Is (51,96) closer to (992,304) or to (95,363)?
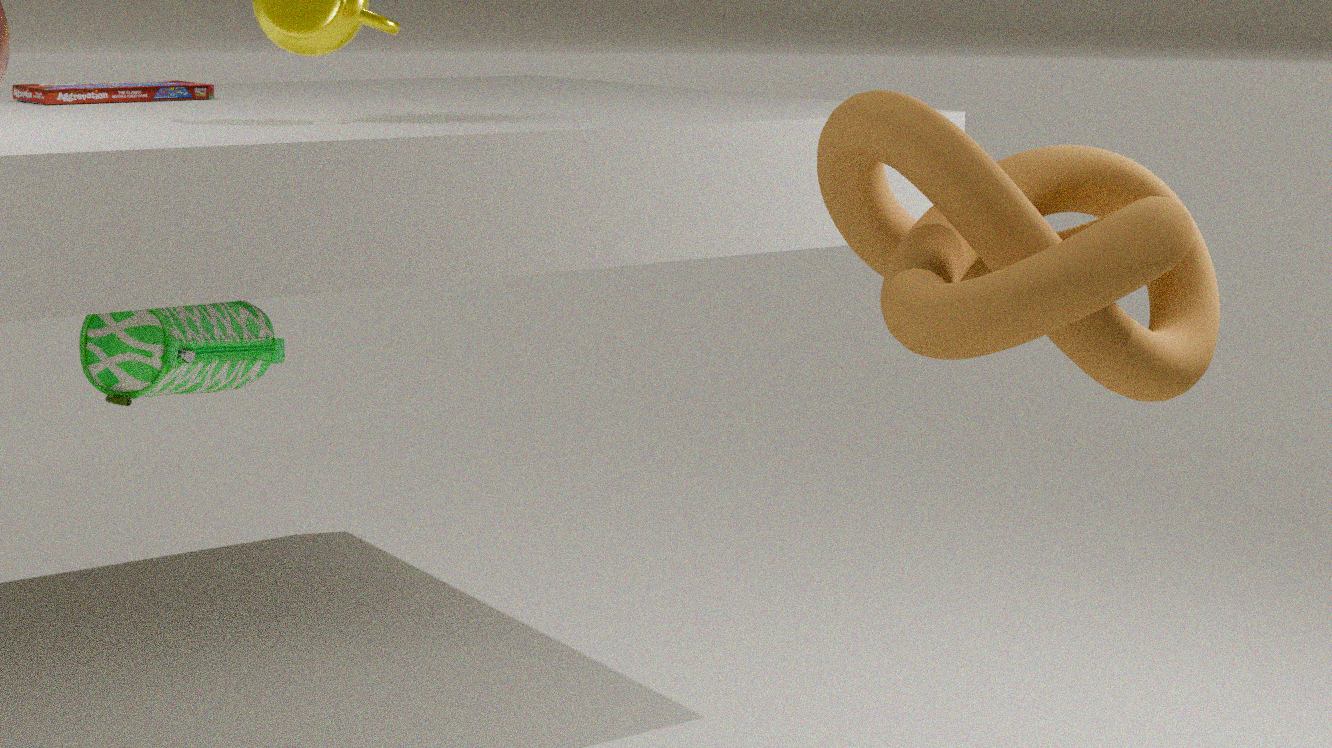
(95,363)
